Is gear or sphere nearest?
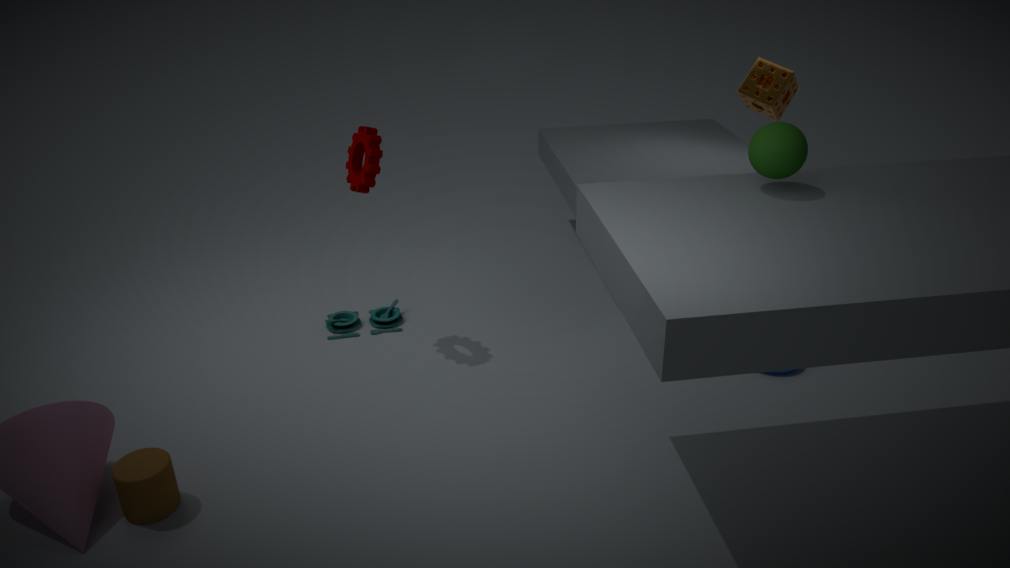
sphere
